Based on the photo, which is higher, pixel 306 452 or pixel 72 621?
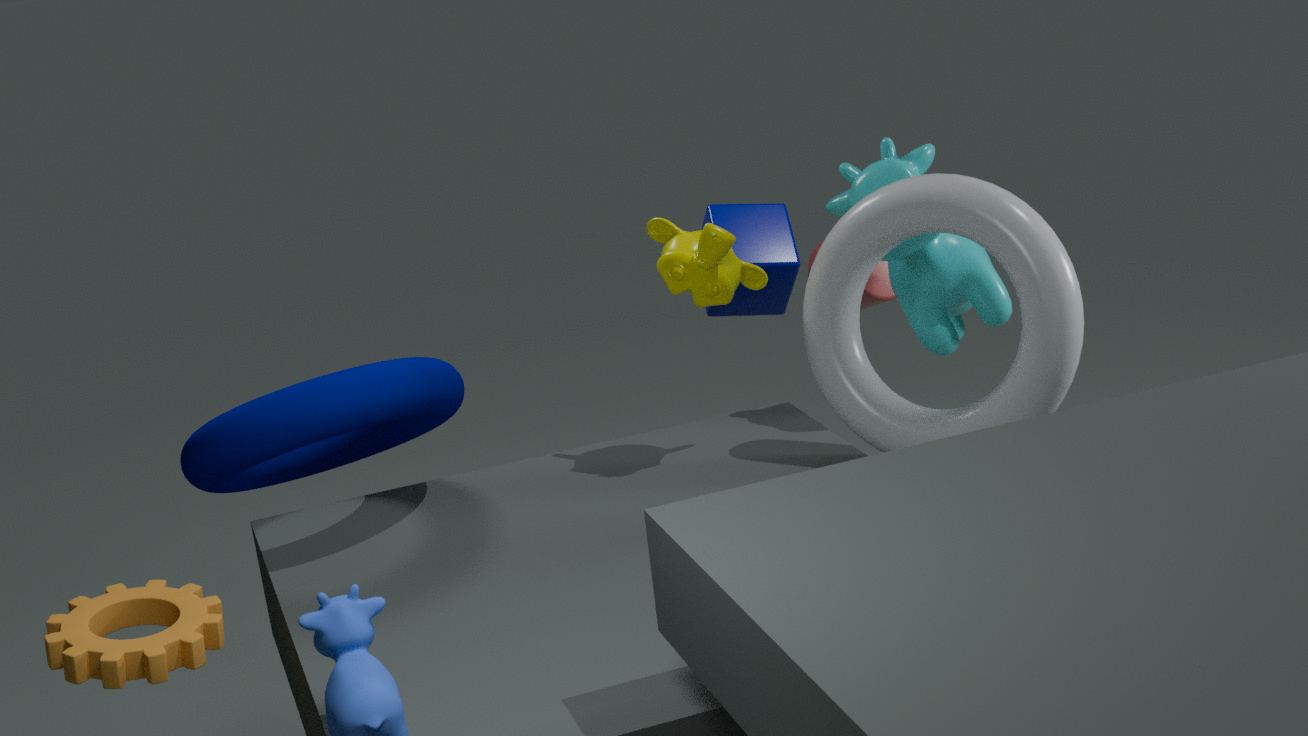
pixel 306 452
